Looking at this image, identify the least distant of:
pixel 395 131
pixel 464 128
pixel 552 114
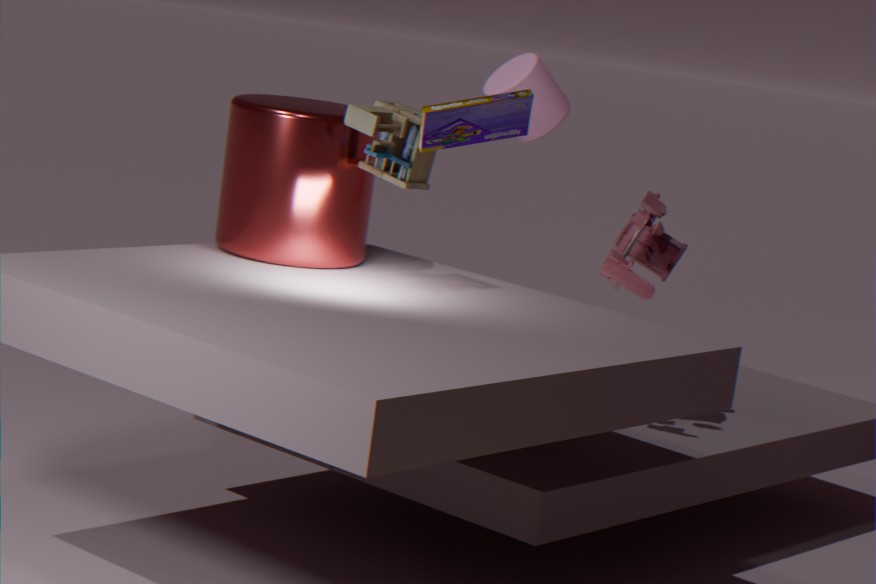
pixel 464 128
